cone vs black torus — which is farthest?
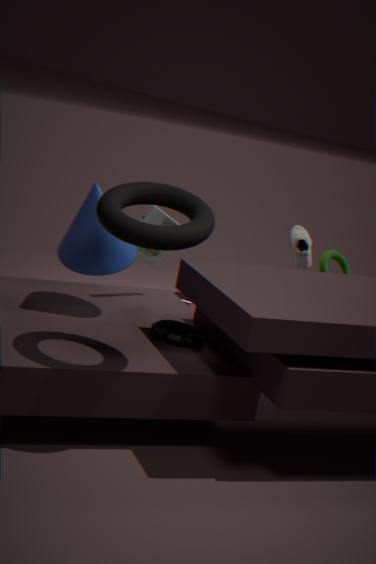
cone
